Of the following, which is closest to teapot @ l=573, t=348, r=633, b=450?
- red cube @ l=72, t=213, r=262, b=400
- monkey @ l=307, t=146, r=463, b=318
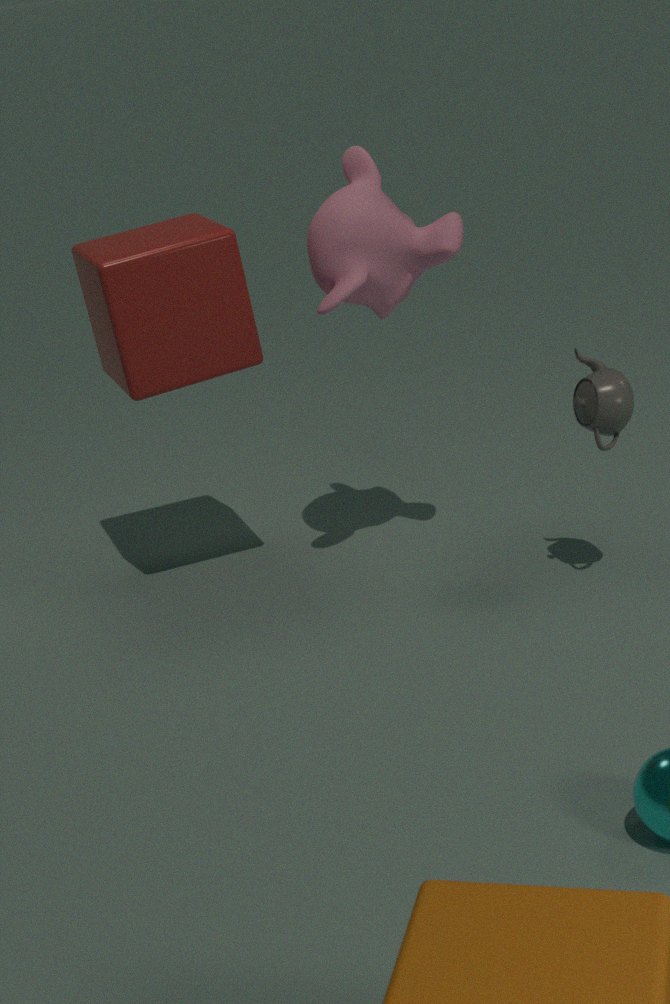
monkey @ l=307, t=146, r=463, b=318
